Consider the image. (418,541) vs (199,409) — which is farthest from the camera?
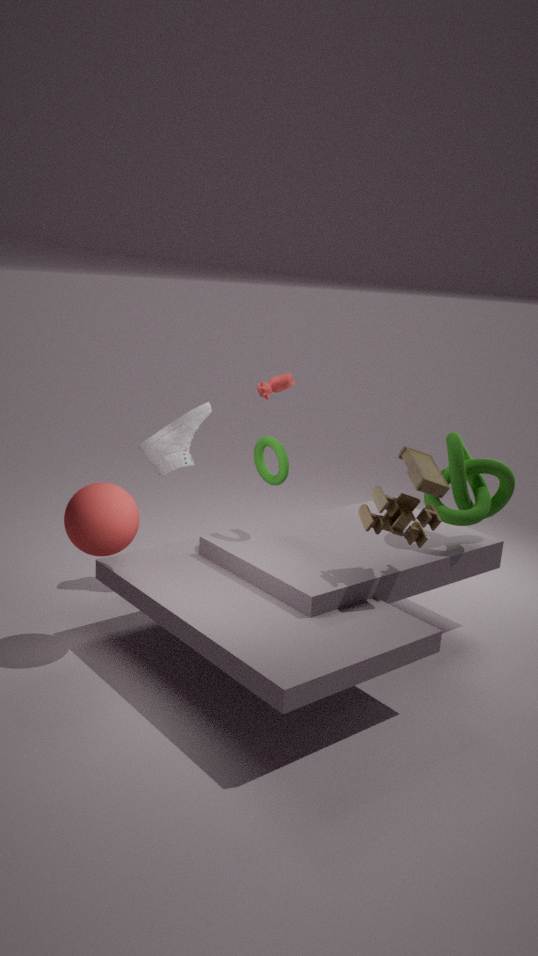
(199,409)
